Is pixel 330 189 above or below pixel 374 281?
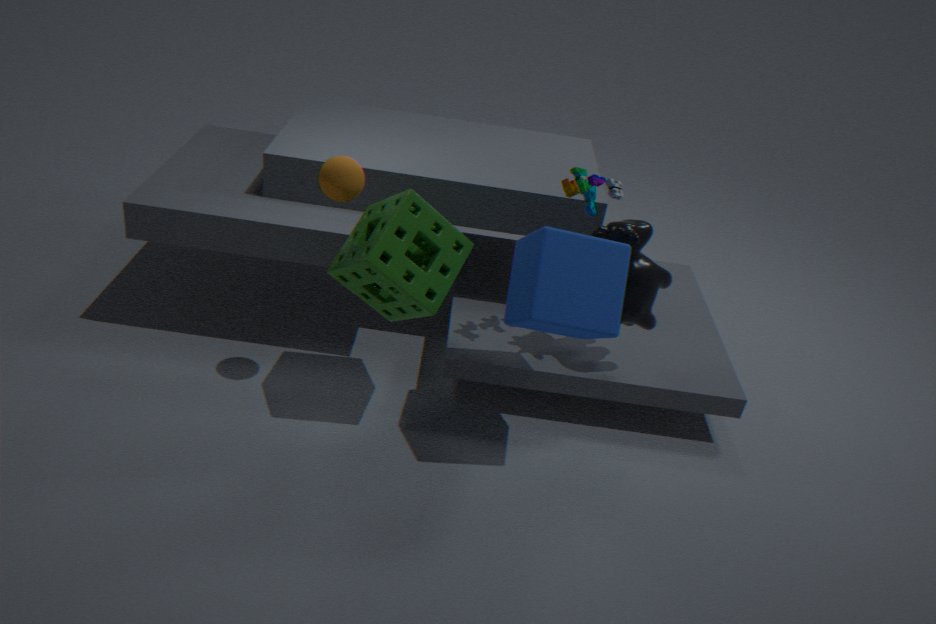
Answer: above
